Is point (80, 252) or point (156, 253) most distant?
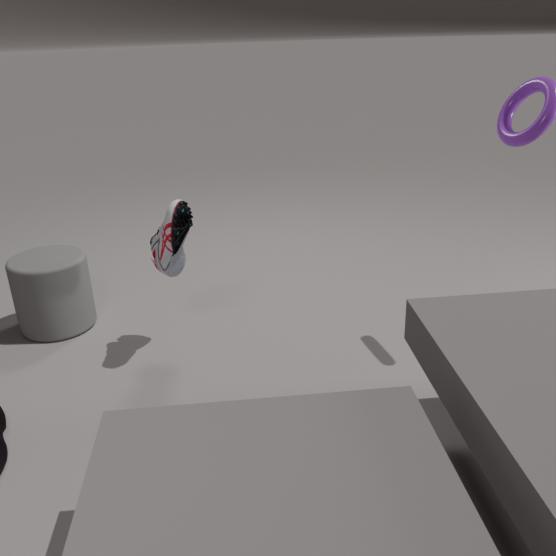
point (80, 252)
